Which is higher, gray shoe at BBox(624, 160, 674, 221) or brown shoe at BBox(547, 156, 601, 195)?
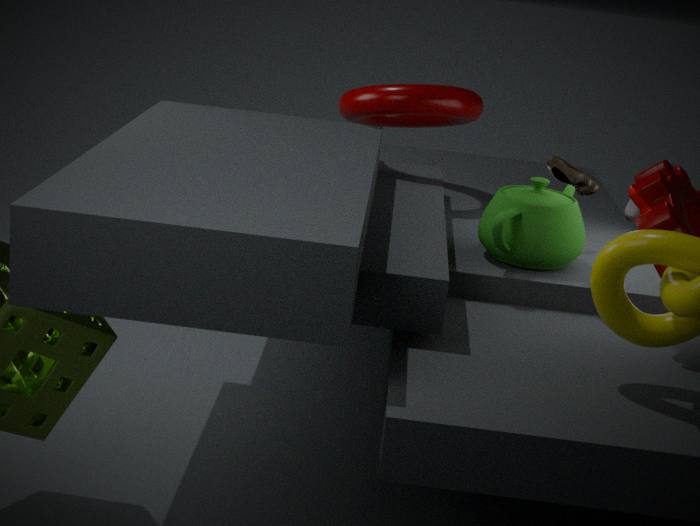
brown shoe at BBox(547, 156, 601, 195)
